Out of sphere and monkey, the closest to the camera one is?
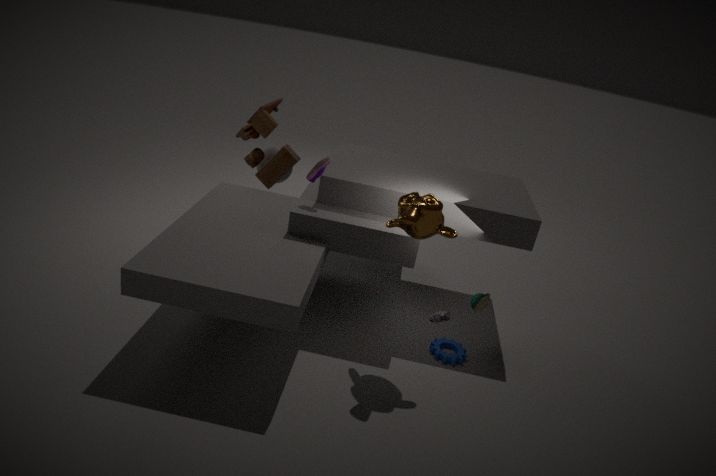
monkey
